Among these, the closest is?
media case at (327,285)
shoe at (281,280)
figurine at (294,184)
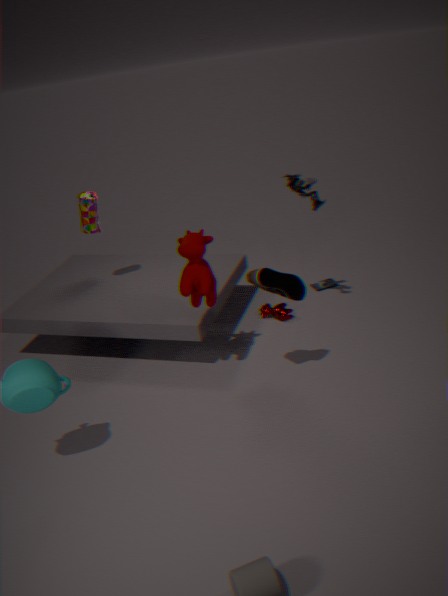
shoe at (281,280)
